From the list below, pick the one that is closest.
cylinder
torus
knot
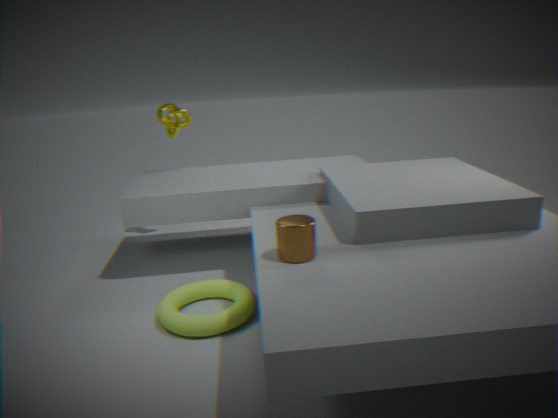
cylinder
